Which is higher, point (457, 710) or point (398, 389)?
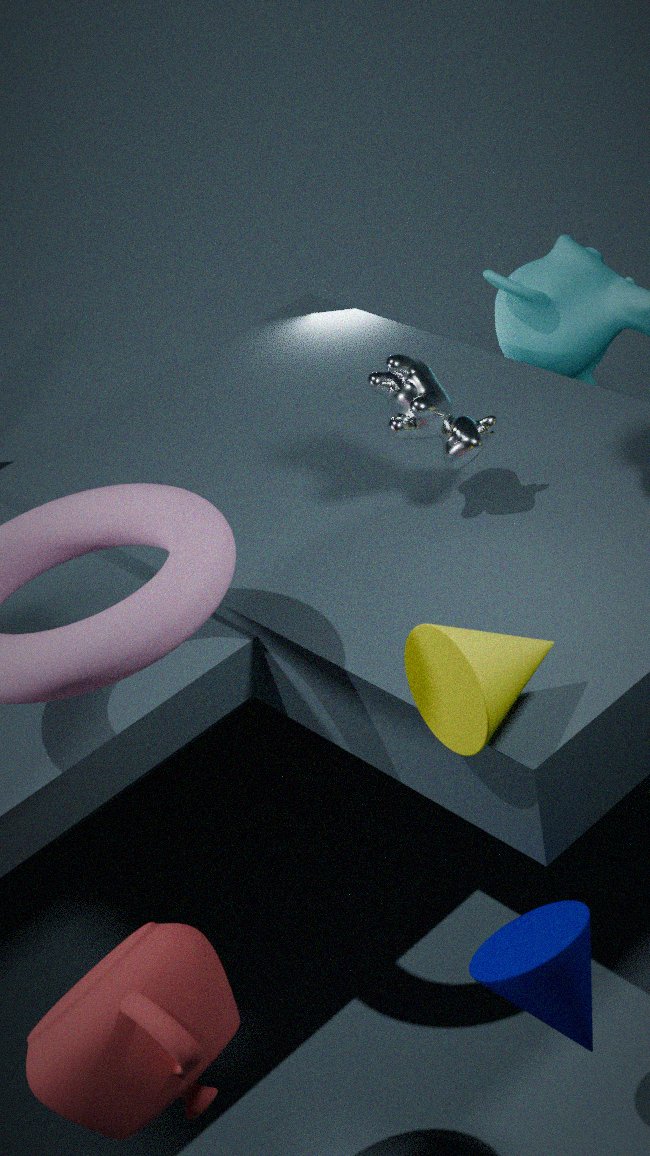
point (398, 389)
